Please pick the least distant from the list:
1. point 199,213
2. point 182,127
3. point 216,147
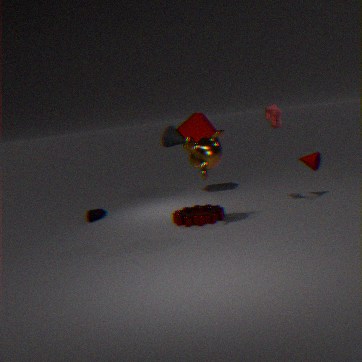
point 216,147
